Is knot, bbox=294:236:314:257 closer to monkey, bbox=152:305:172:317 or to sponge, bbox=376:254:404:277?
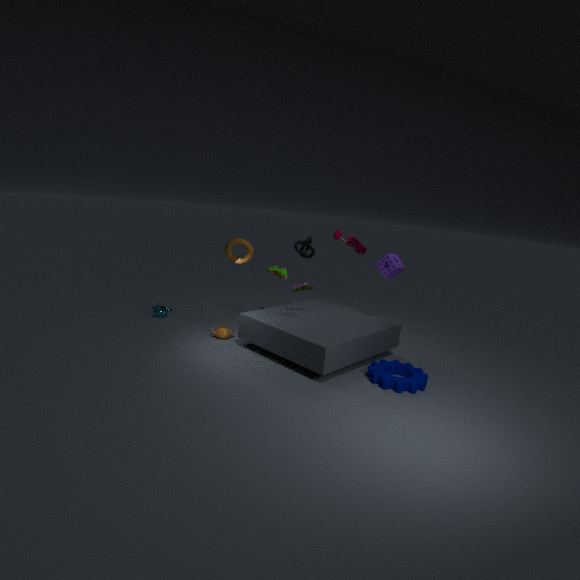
sponge, bbox=376:254:404:277
